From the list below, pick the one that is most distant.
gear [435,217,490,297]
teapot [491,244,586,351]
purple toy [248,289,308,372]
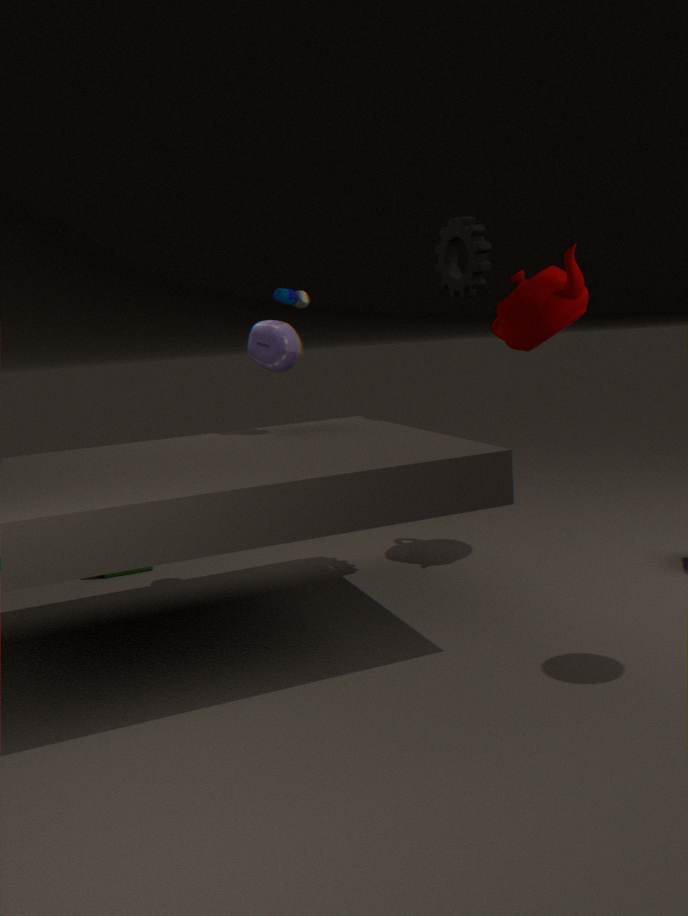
teapot [491,244,586,351]
